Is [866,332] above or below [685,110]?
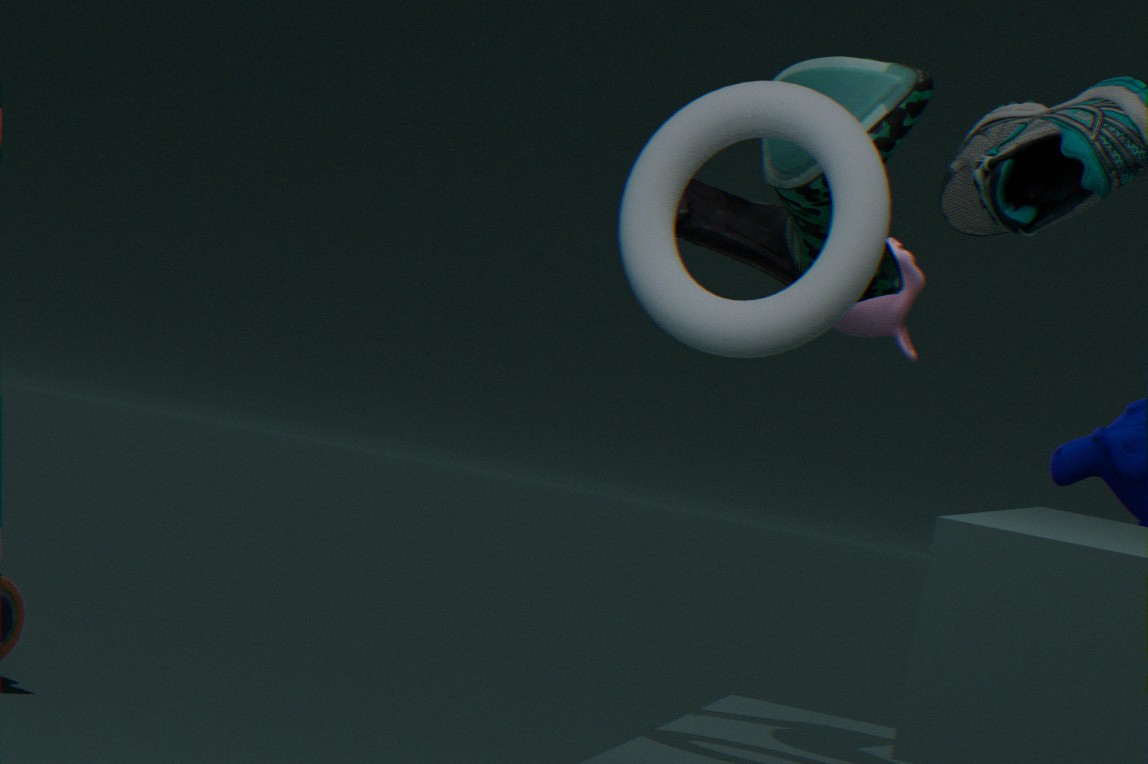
above
